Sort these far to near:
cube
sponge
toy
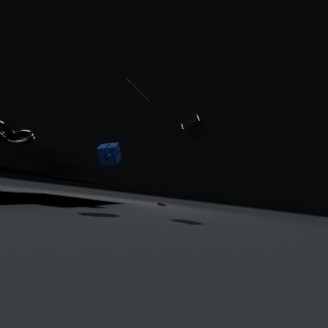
1. sponge
2. cube
3. toy
